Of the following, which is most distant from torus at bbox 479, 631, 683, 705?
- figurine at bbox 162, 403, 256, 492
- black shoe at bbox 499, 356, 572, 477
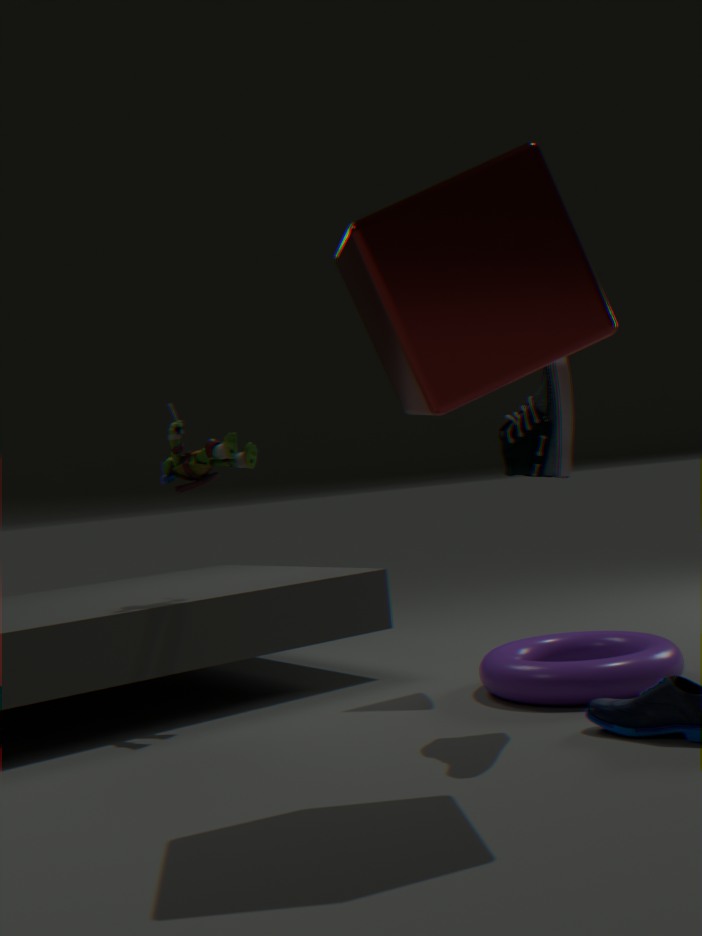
figurine at bbox 162, 403, 256, 492
